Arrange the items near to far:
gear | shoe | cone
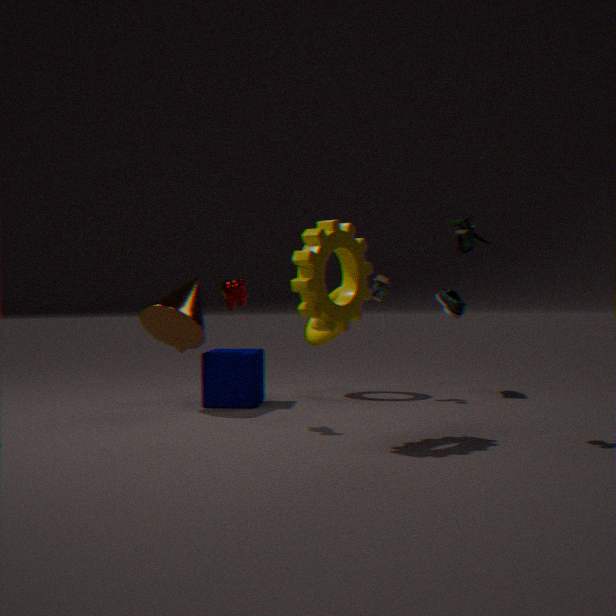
gear, cone, shoe
